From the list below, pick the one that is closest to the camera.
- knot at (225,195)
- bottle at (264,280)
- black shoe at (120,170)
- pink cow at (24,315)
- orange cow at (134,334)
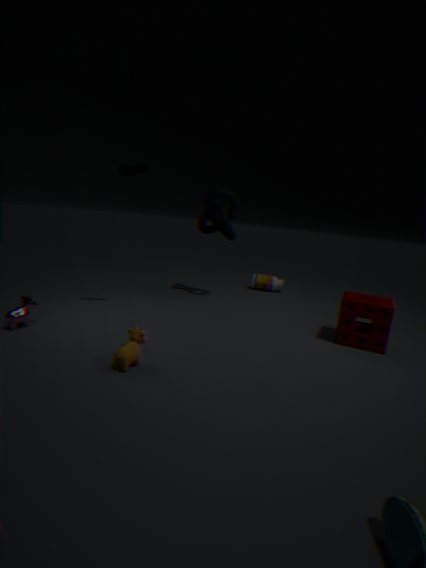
orange cow at (134,334)
